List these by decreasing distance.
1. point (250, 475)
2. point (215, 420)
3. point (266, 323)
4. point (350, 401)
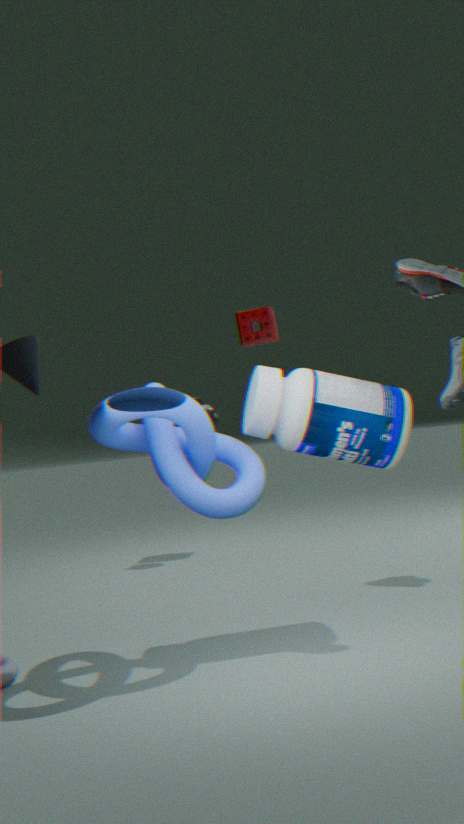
point (266, 323) < point (215, 420) < point (350, 401) < point (250, 475)
